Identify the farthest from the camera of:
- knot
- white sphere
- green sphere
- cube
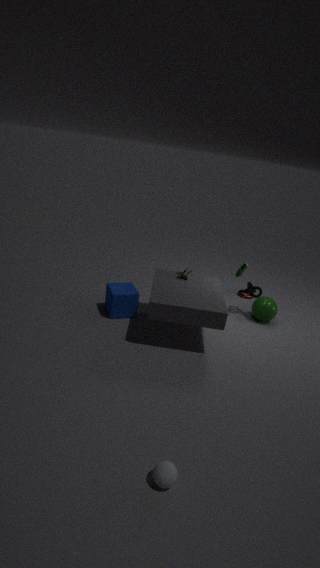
knot
